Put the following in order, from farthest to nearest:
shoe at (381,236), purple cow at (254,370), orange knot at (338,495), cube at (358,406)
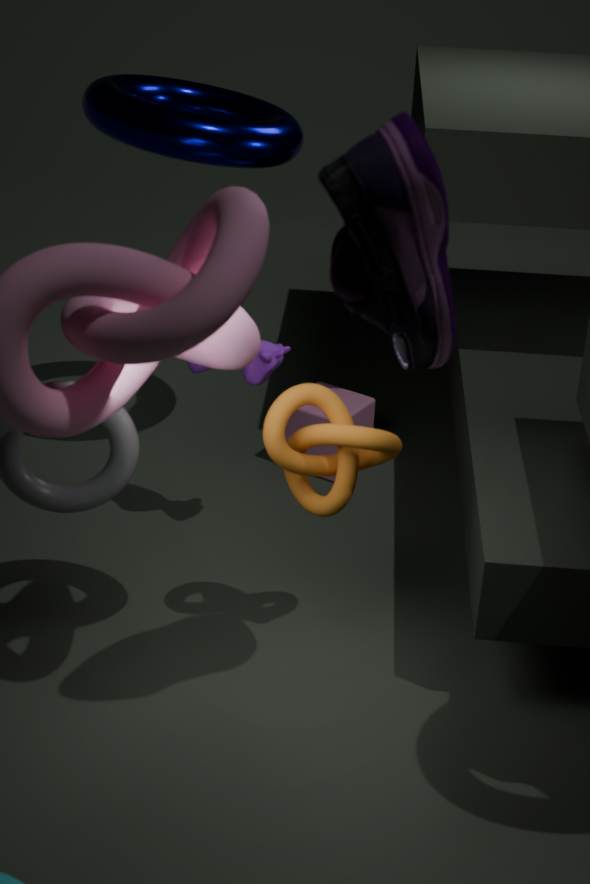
cube at (358,406), purple cow at (254,370), orange knot at (338,495), shoe at (381,236)
